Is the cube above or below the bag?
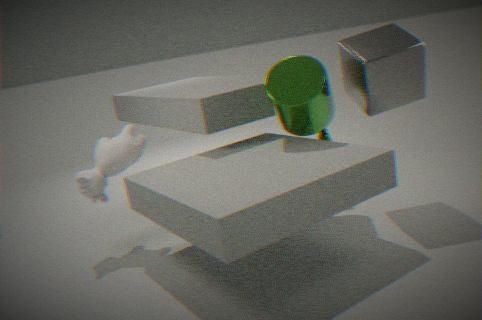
above
